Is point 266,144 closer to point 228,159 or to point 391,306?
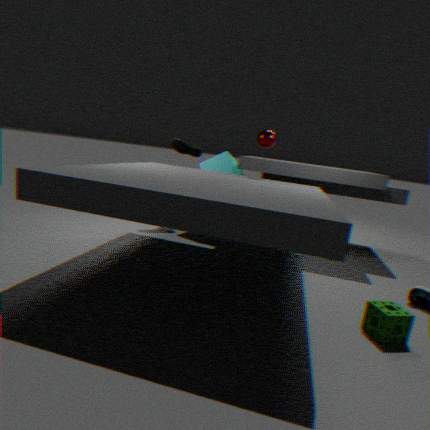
point 228,159
